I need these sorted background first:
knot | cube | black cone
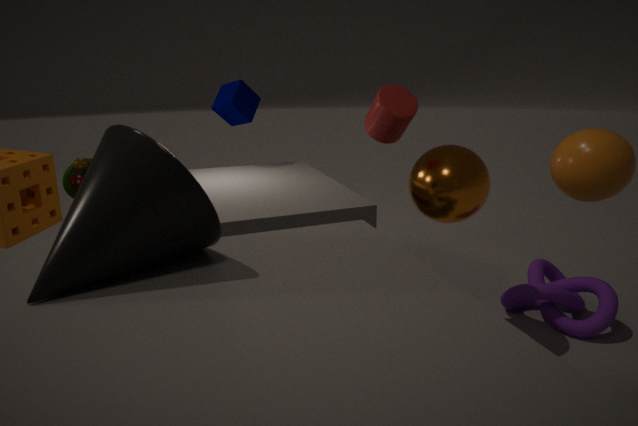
cube → knot → black cone
